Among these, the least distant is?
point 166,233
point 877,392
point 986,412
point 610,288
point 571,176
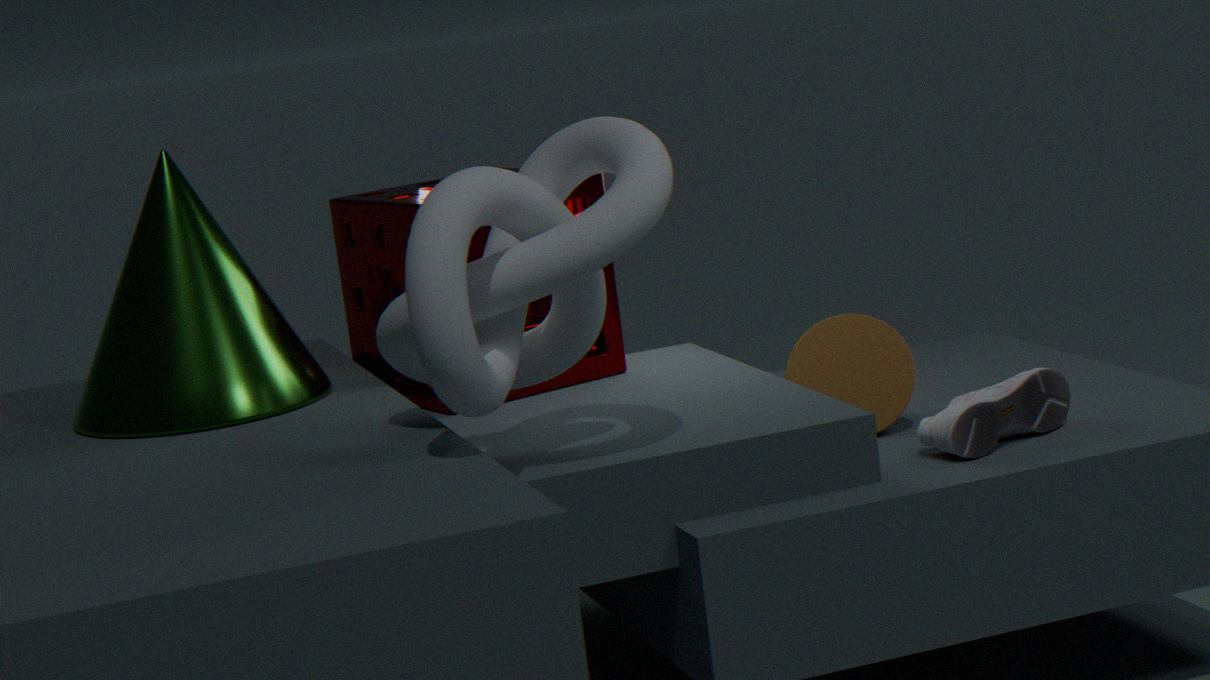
point 571,176
